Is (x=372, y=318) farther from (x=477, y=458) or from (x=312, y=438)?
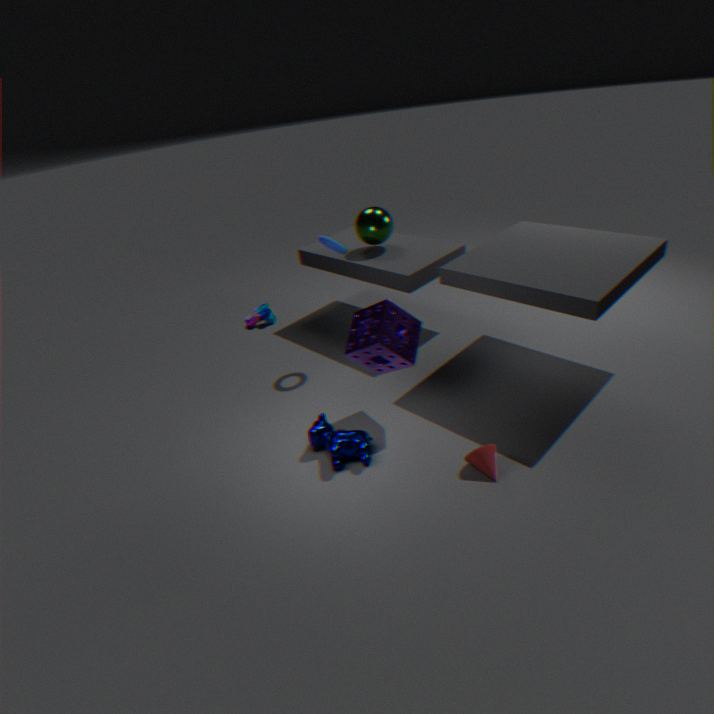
(x=477, y=458)
